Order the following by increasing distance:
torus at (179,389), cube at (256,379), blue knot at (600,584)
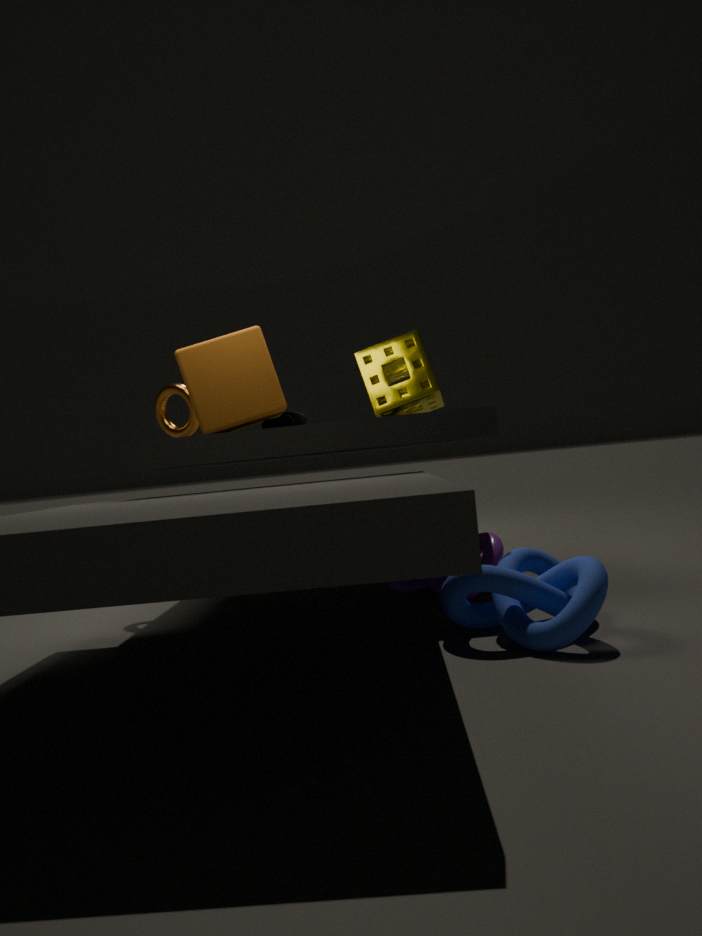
blue knot at (600,584) < cube at (256,379) < torus at (179,389)
